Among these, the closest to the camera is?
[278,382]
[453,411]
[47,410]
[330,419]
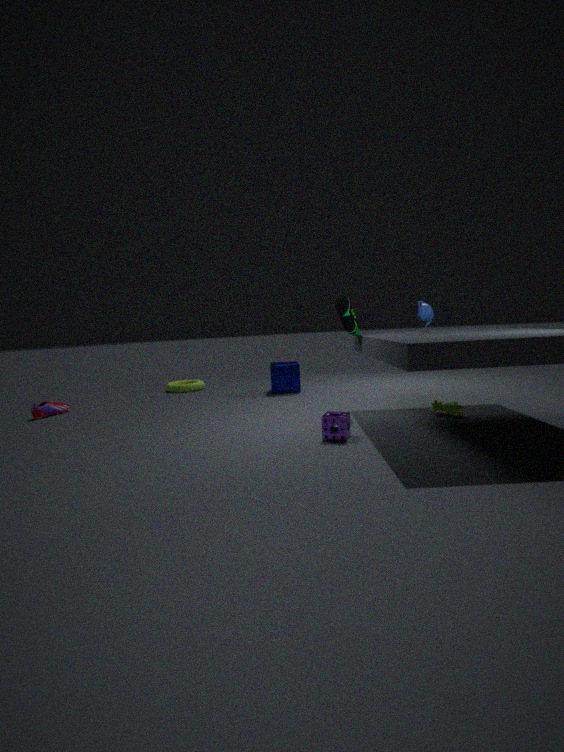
[330,419]
